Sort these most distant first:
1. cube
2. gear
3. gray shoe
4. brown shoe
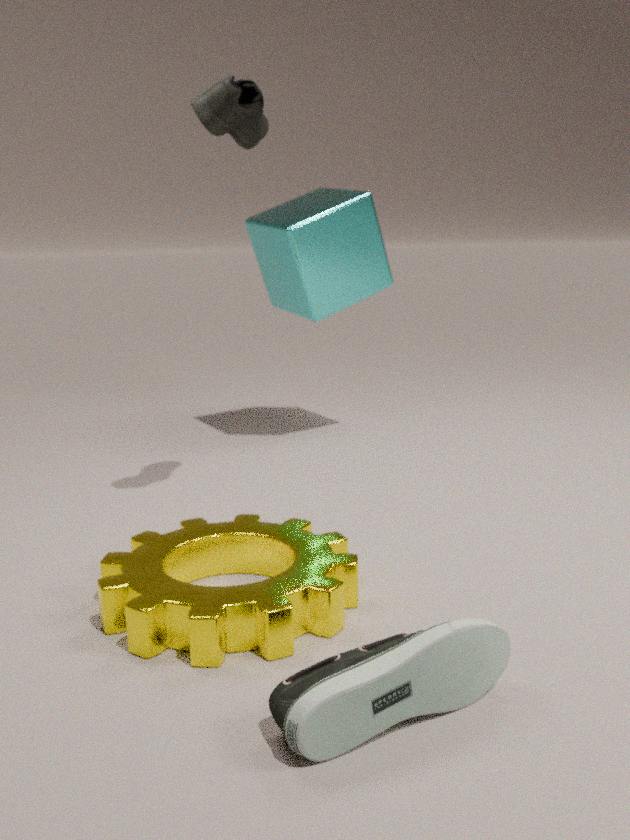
cube
brown shoe
gear
gray shoe
